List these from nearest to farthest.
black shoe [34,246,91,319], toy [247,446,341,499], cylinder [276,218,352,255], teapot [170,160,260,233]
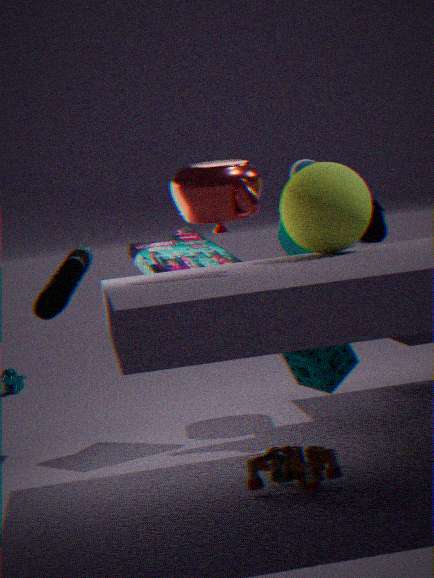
1. toy [247,446,341,499]
2. teapot [170,160,260,233]
3. black shoe [34,246,91,319]
4. cylinder [276,218,352,255]
